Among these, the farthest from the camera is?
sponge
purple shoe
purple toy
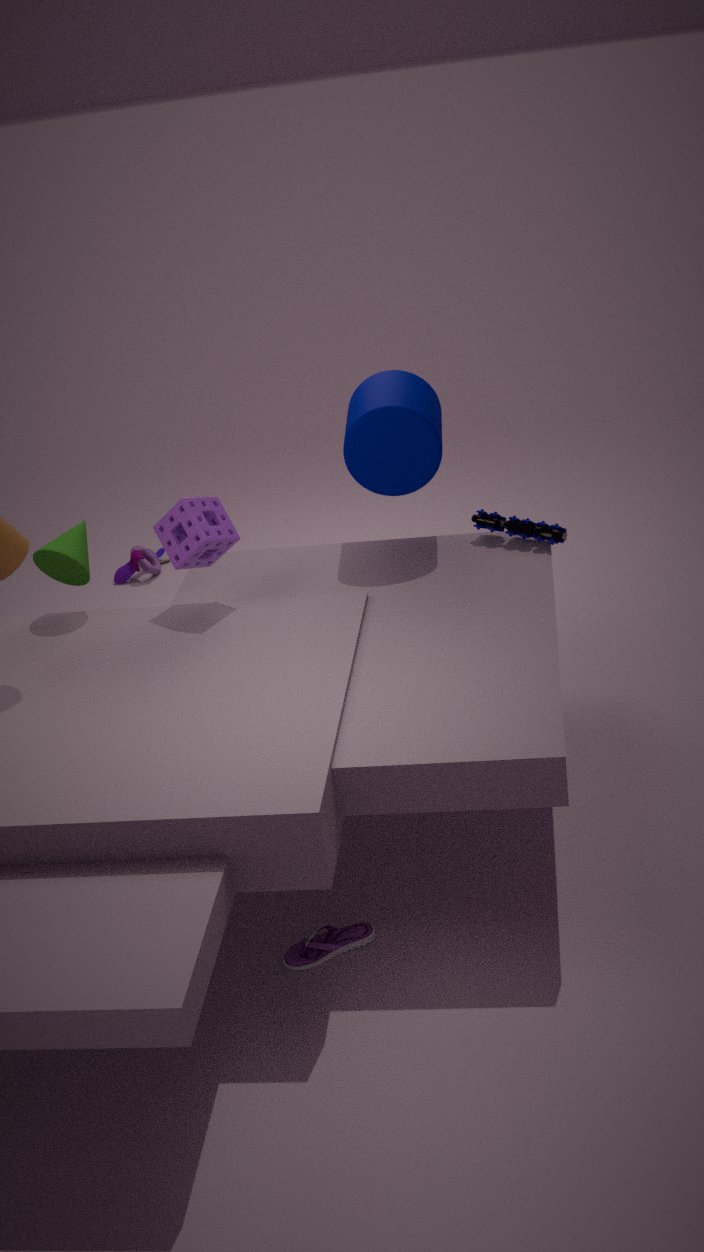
purple toy
